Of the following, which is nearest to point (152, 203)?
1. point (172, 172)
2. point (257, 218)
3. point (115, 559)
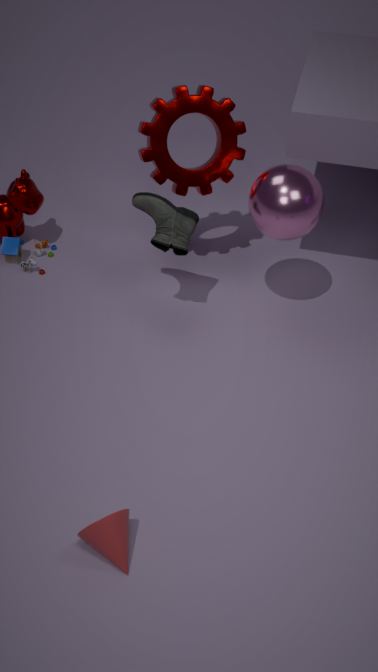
A: point (172, 172)
